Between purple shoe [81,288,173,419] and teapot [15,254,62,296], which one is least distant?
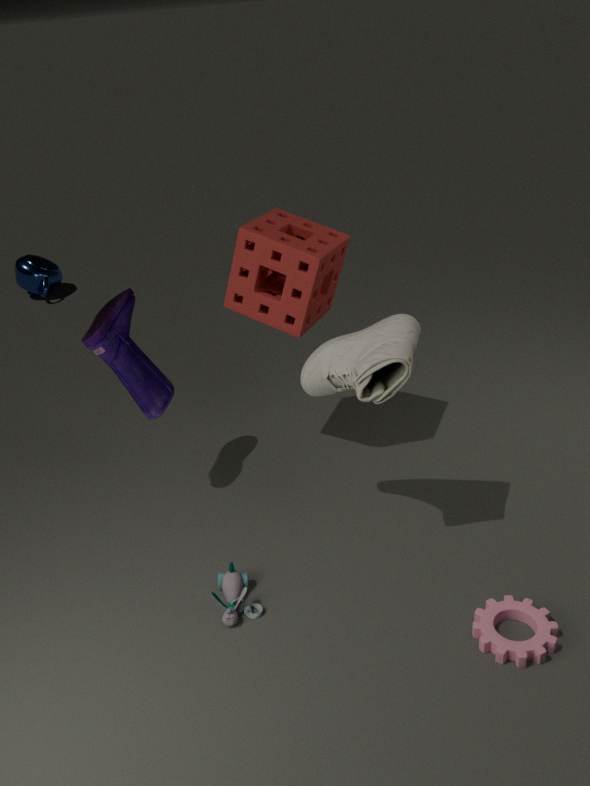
purple shoe [81,288,173,419]
